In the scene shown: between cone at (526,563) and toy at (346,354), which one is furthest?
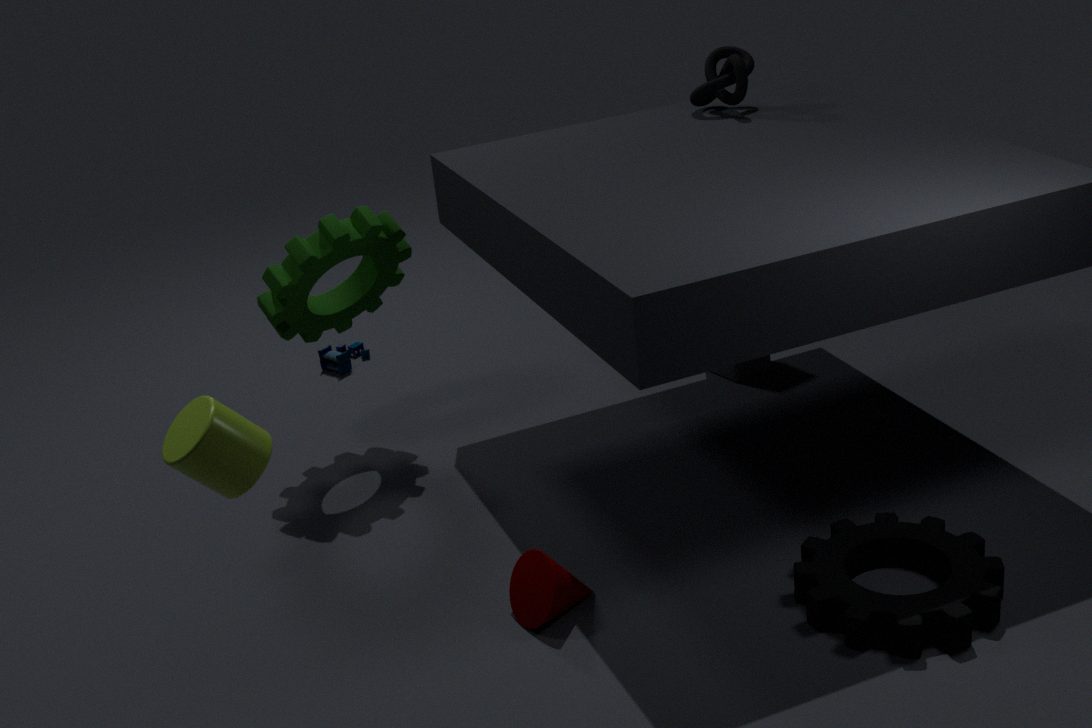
toy at (346,354)
